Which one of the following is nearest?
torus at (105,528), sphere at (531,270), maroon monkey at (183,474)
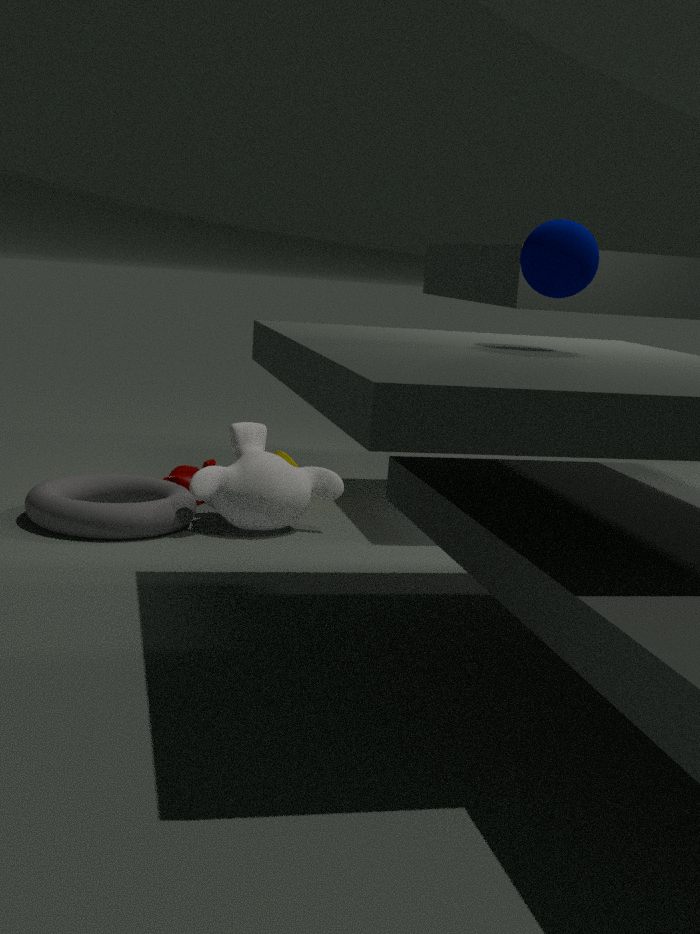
sphere at (531,270)
